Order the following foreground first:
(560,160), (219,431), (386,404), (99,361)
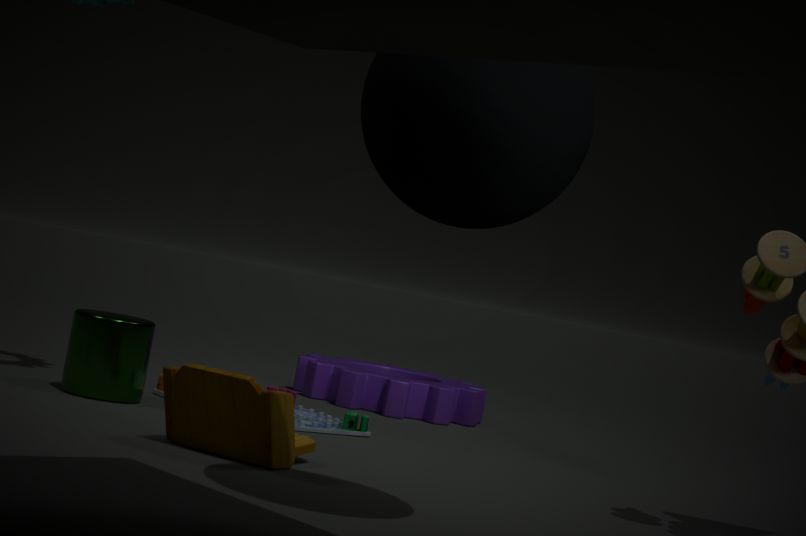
(560,160) → (219,431) → (99,361) → (386,404)
